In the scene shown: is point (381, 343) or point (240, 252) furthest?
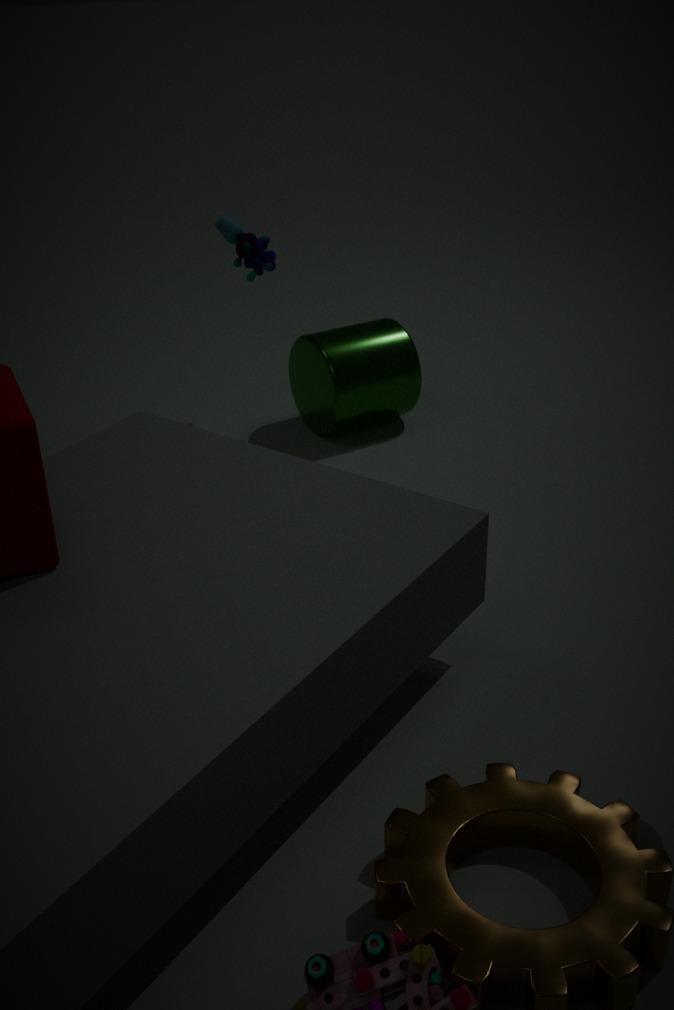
point (240, 252)
